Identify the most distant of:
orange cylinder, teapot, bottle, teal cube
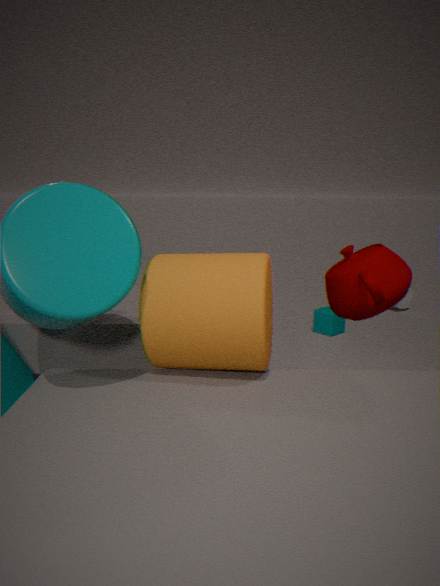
bottle
